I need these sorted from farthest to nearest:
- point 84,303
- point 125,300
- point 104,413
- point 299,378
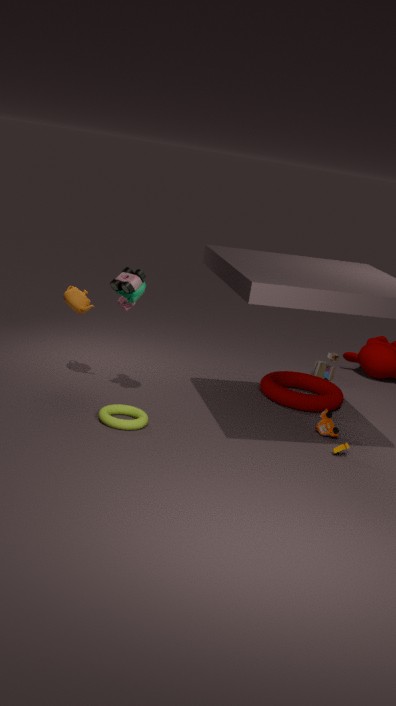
1. point 299,378
2. point 84,303
3. point 125,300
4. point 104,413
